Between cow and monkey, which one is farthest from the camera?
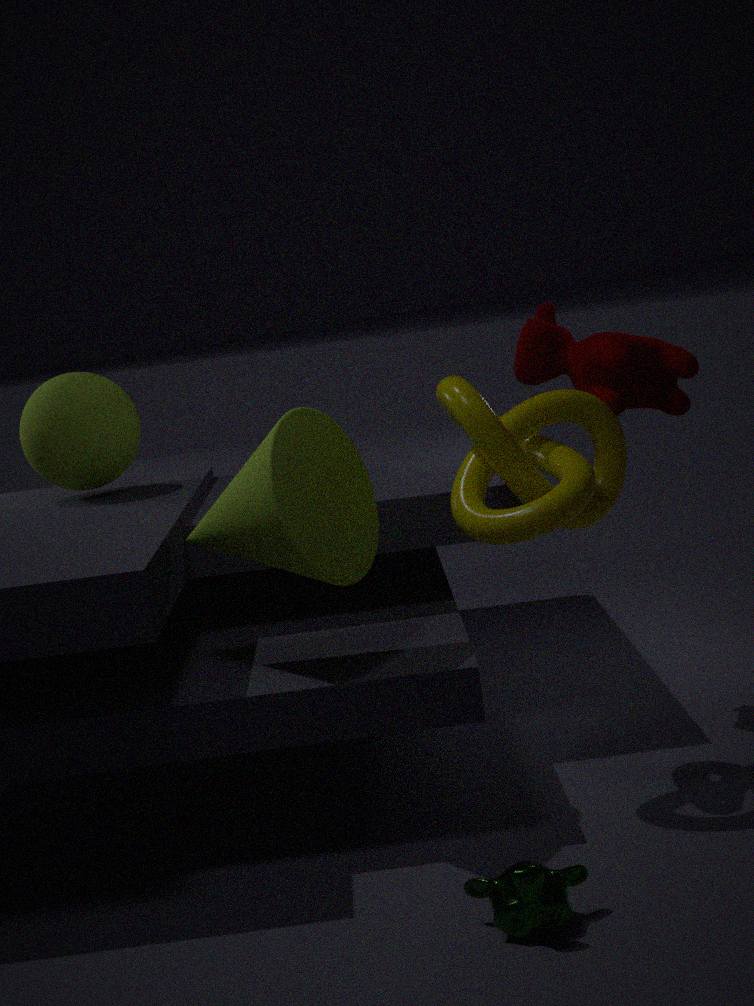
cow
